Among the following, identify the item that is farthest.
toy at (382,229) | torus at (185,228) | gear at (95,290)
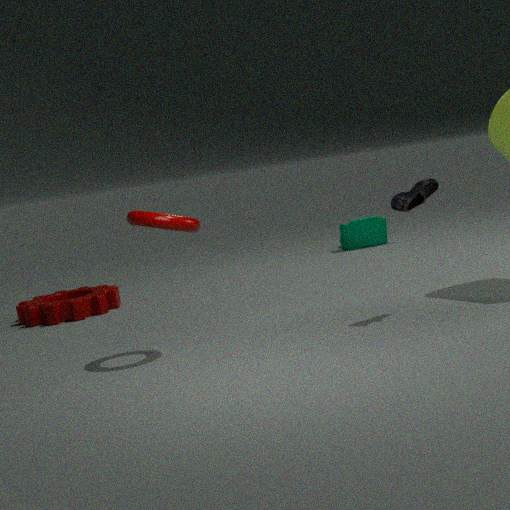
toy at (382,229)
